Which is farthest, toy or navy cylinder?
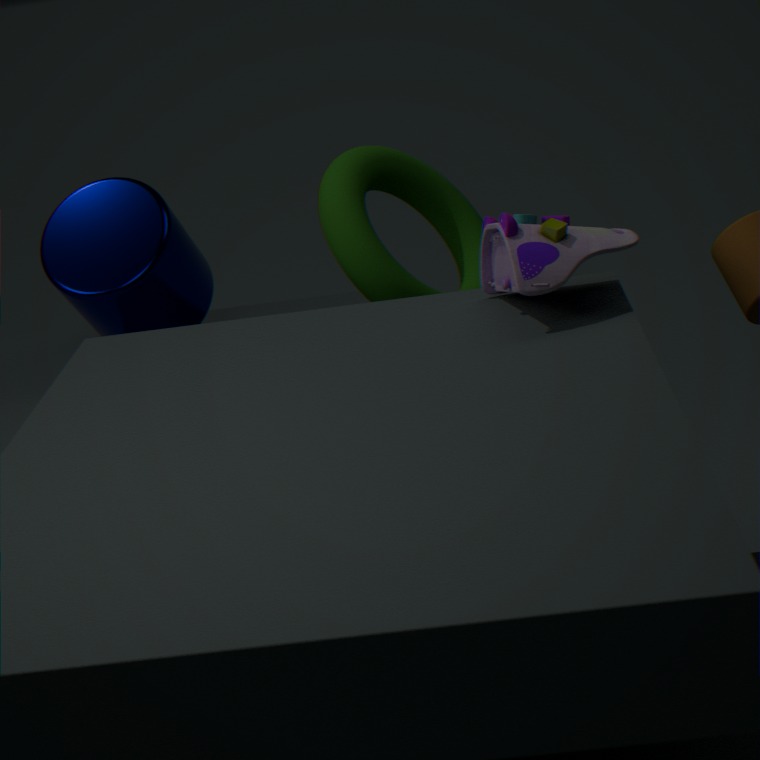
navy cylinder
